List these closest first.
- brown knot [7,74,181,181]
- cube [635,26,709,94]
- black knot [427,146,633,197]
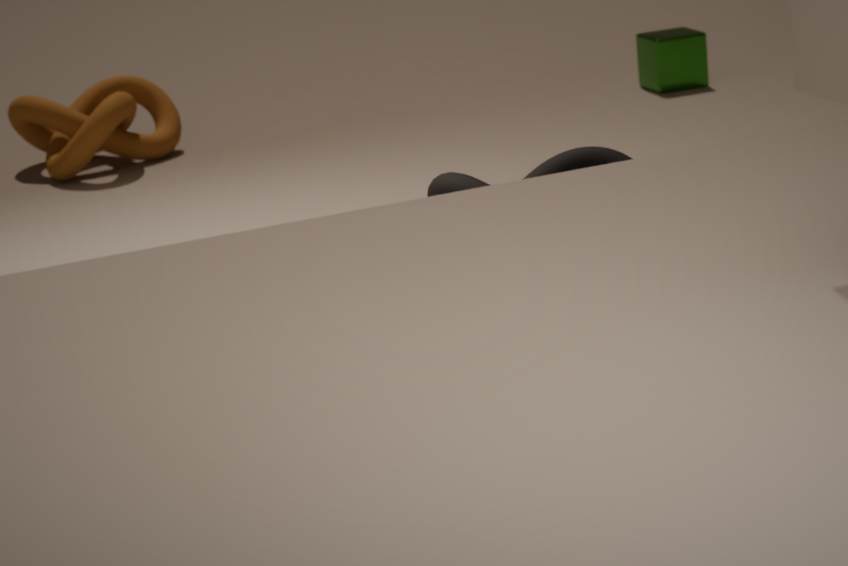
1. black knot [427,146,633,197]
2. brown knot [7,74,181,181]
3. cube [635,26,709,94]
